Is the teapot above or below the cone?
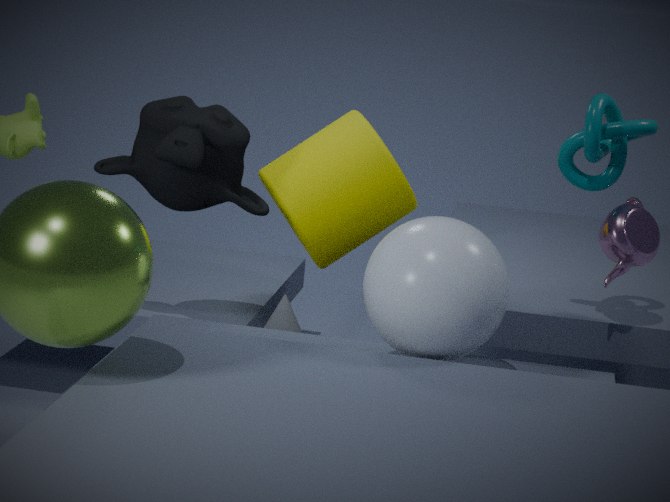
above
